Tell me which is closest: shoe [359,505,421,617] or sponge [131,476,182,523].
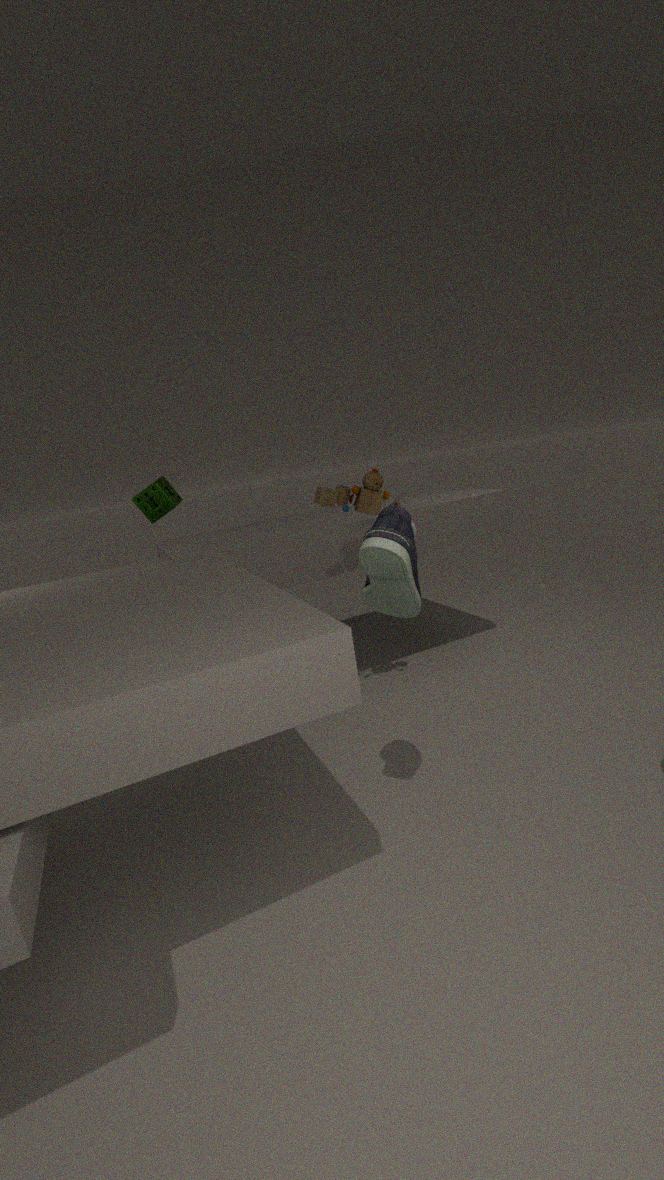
shoe [359,505,421,617]
